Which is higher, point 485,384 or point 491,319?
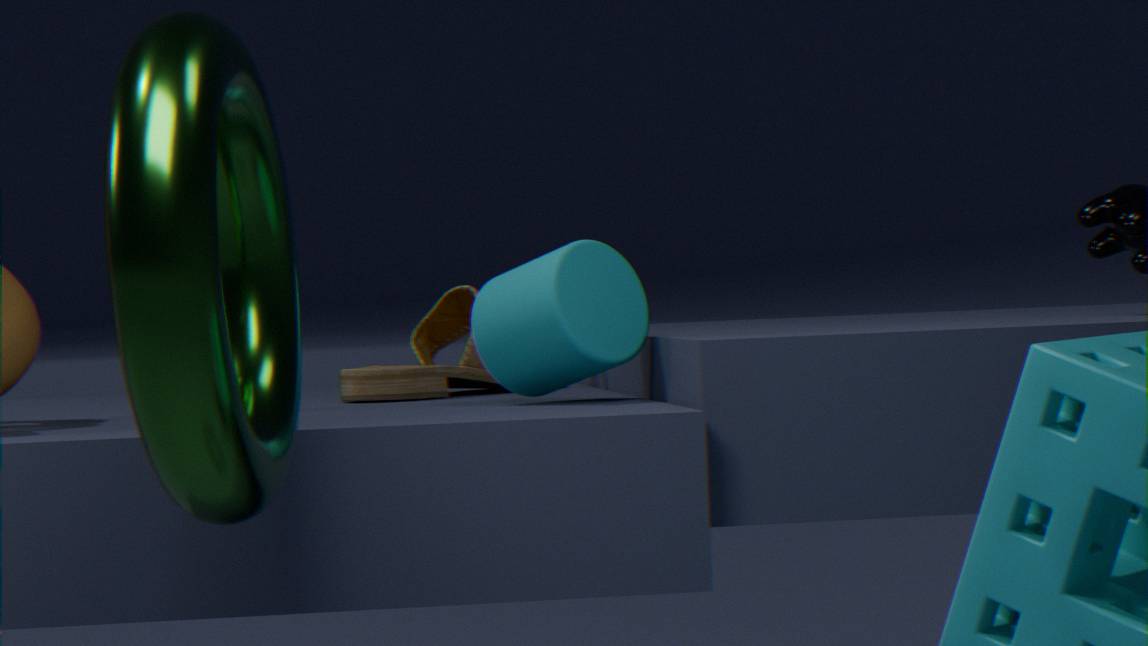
point 491,319
